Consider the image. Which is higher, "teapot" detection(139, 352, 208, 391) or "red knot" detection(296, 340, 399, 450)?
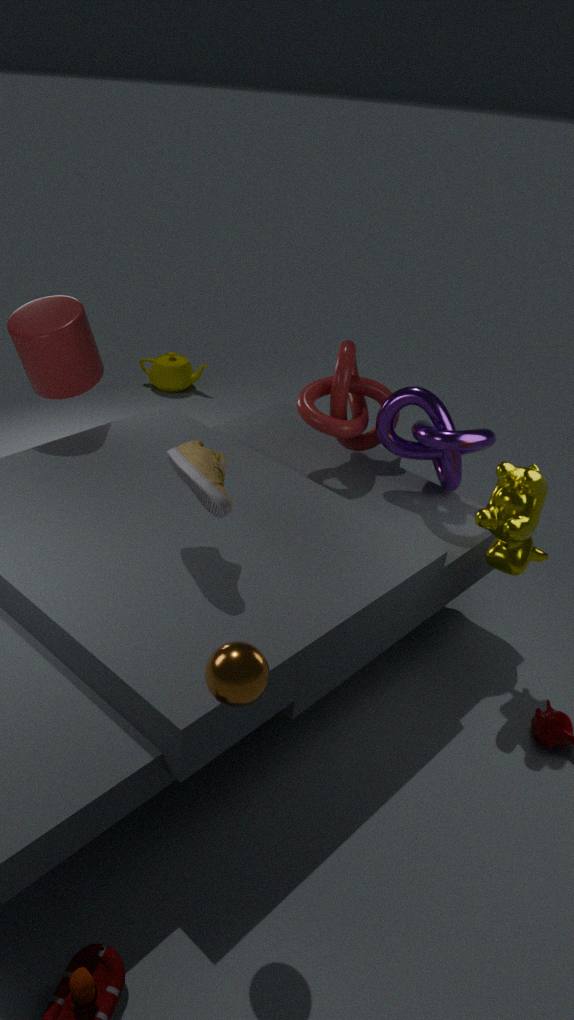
"red knot" detection(296, 340, 399, 450)
